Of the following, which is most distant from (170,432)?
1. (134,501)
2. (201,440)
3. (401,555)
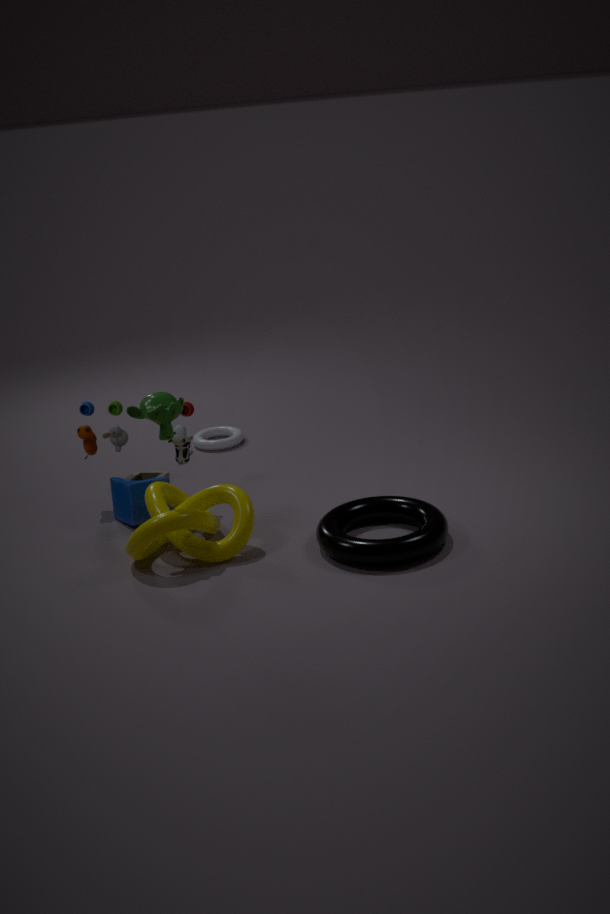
(201,440)
